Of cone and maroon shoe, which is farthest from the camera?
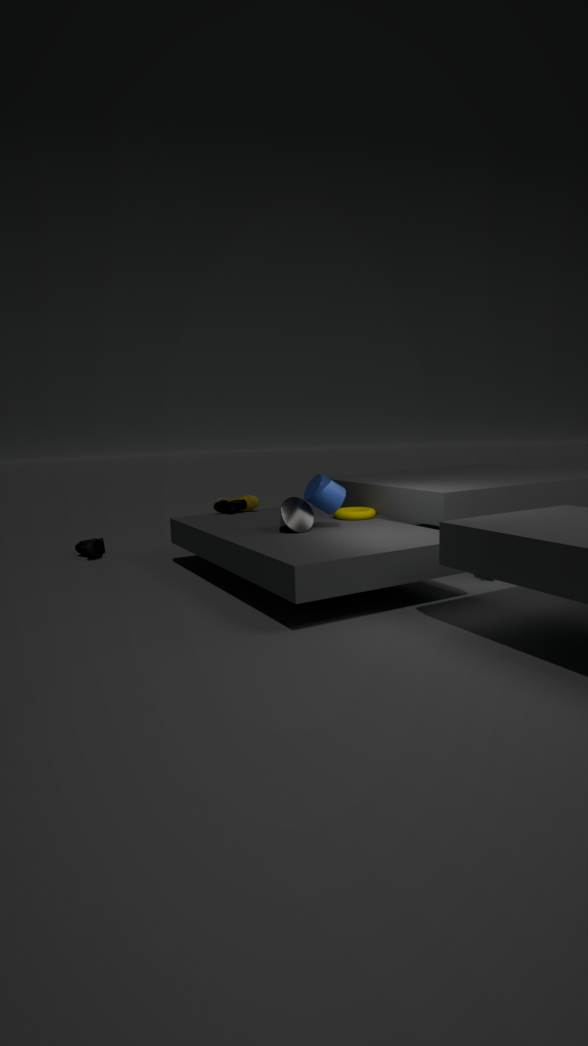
maroon shoe
